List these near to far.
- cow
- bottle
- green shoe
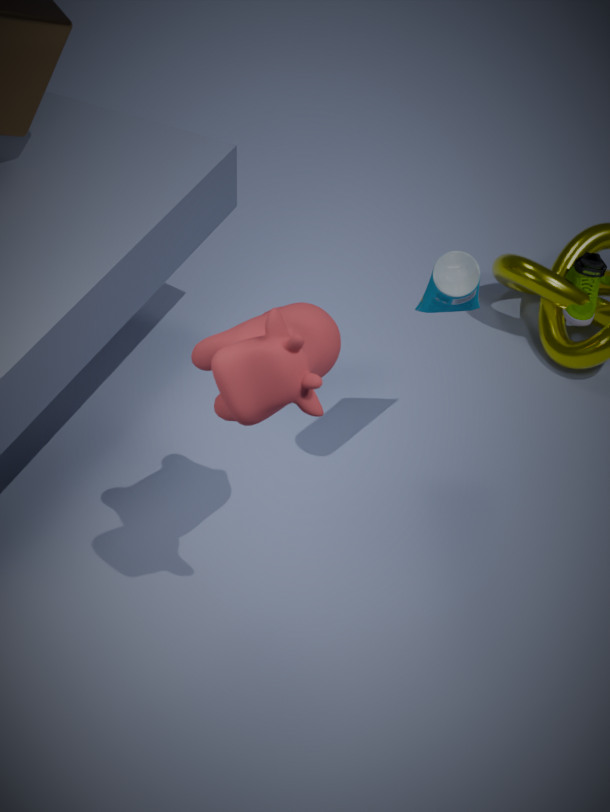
cow, bottle, green shoe
